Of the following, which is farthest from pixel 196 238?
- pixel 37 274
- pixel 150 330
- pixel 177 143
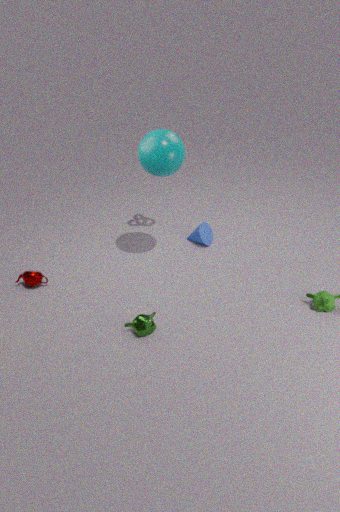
pixel 37 274
